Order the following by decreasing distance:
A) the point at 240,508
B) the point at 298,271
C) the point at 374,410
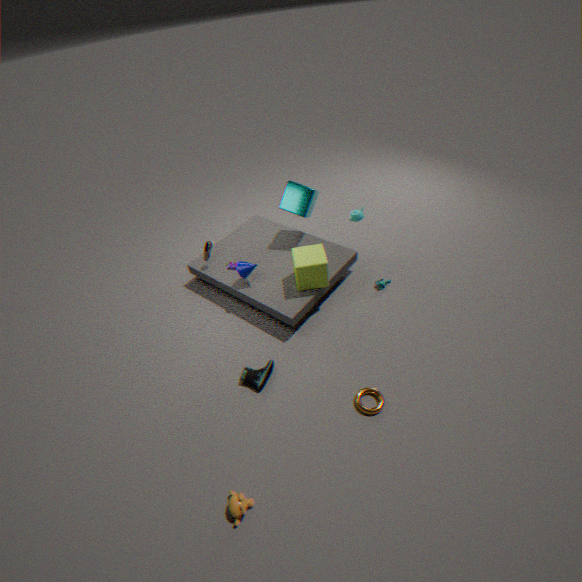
1. the point at 298,271
2. the point at 374,410
3. the point at 240,508
